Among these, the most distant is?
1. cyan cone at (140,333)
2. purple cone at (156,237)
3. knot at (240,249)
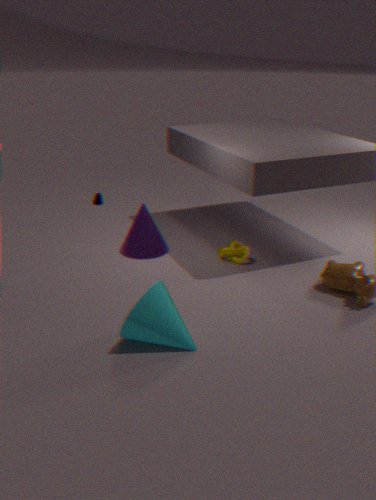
purple cone at (156,237)
